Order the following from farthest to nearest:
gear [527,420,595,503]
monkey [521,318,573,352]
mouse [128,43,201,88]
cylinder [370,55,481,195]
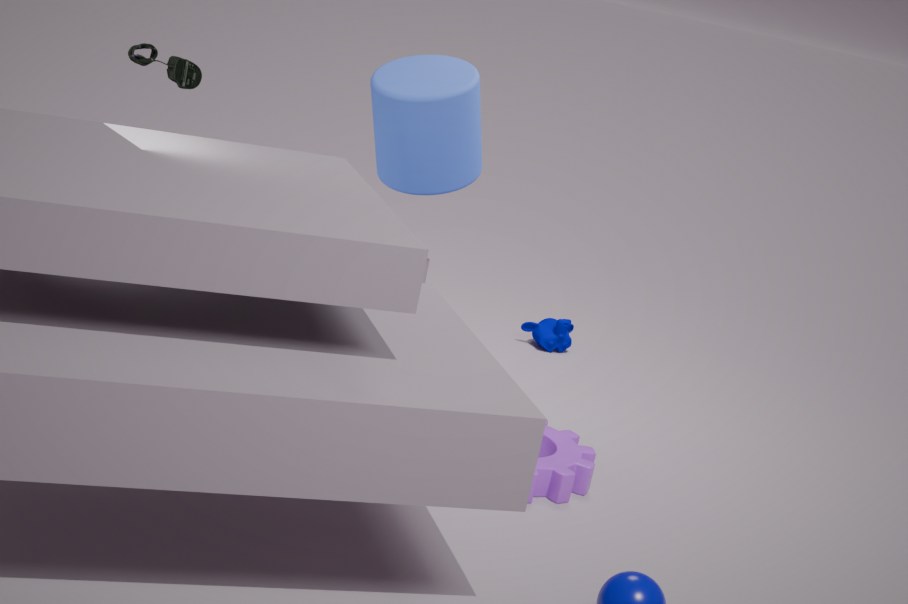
monkey [521,318,573,352] → mouse [128,43,201,88] → cylinder [370,55,481,195] → gear [527,420,595,503]
